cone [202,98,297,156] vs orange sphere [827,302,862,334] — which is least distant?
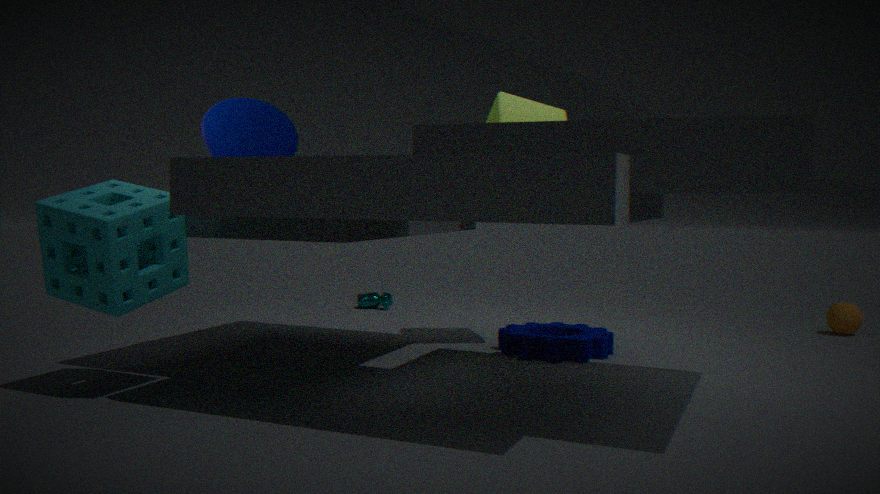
cone [202,98,297,156]
